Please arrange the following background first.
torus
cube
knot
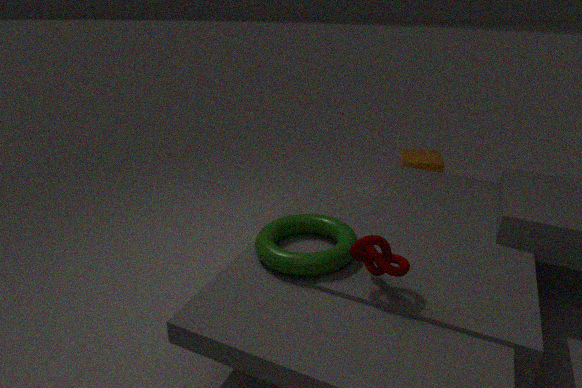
1. cube
2. torus
3. knot
